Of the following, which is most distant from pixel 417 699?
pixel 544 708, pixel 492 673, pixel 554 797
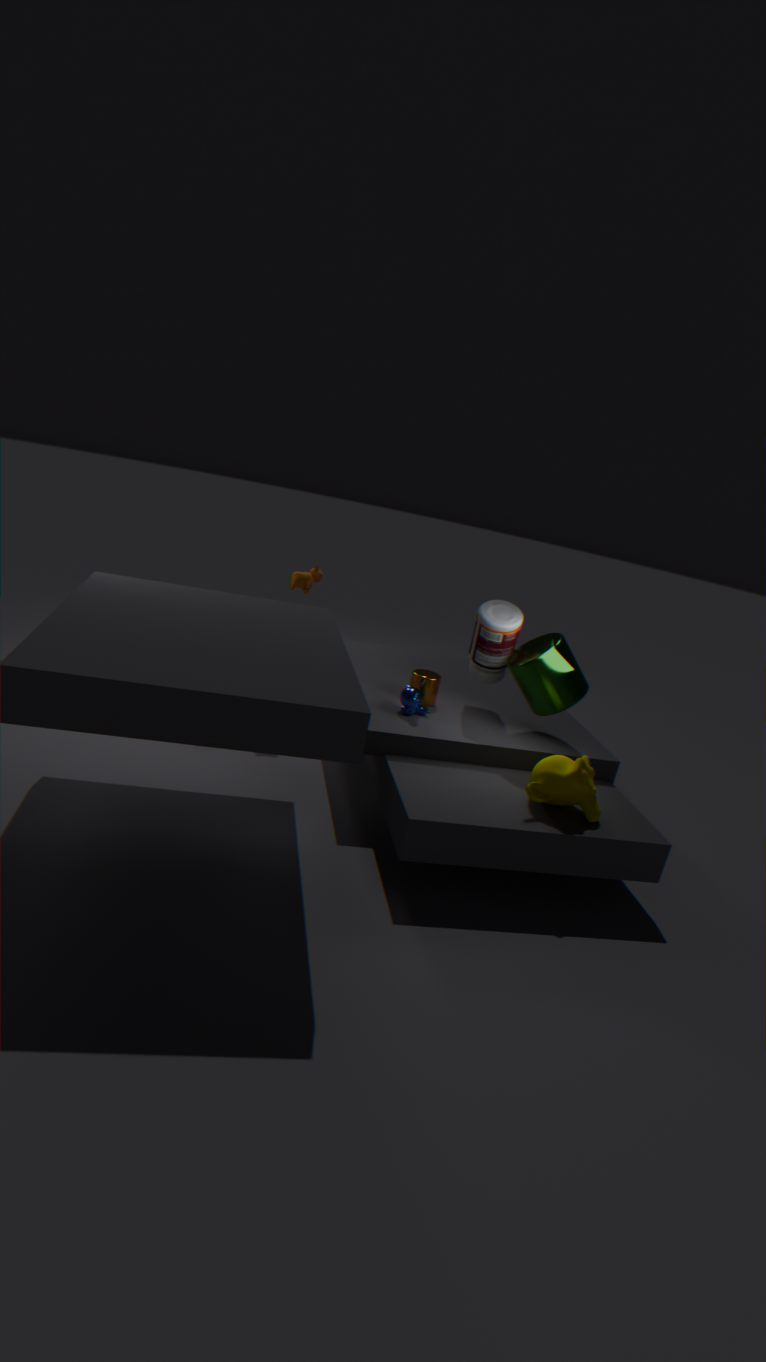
pixel 554 797
